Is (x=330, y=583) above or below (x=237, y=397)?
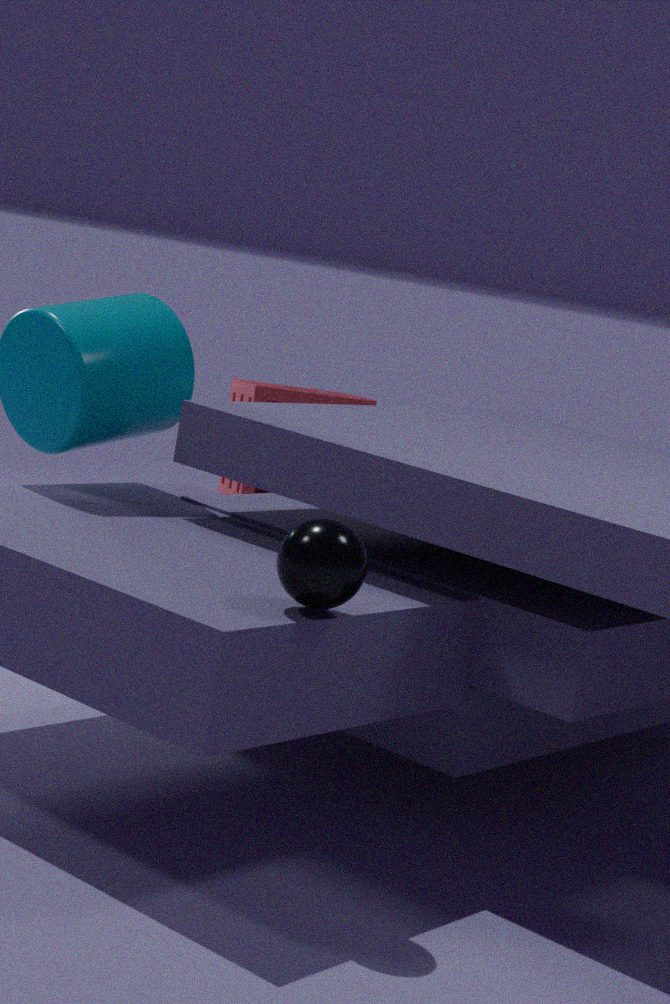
above
